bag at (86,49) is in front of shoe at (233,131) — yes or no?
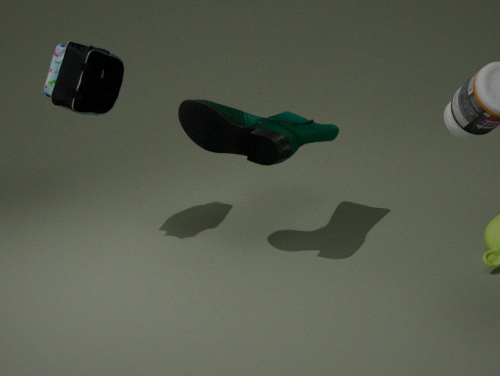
No
